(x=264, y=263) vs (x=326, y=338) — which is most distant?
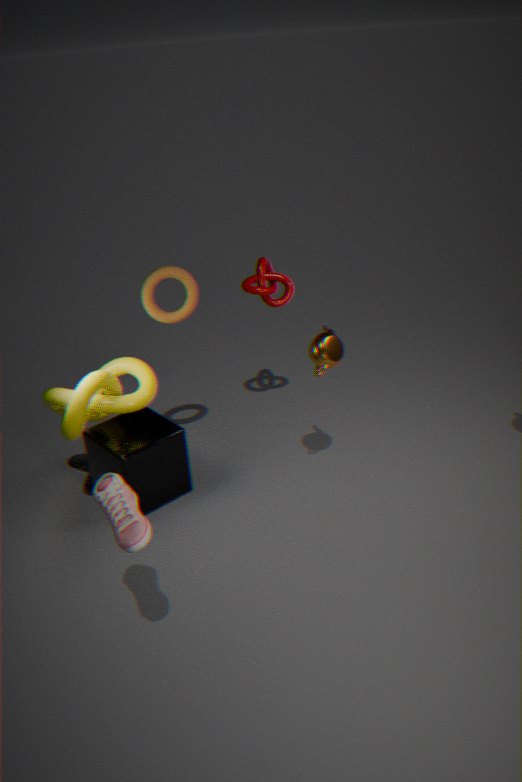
(x=264, y=263)
